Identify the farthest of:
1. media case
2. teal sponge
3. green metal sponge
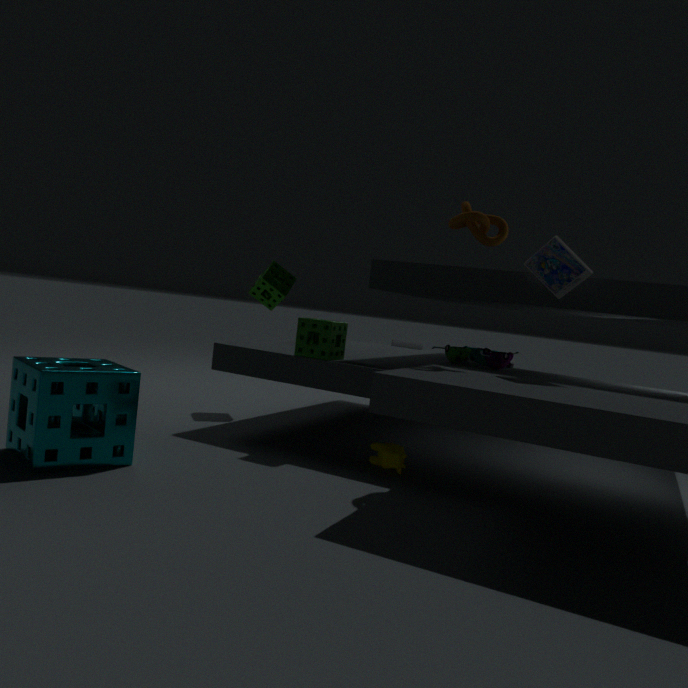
green metal sponge
